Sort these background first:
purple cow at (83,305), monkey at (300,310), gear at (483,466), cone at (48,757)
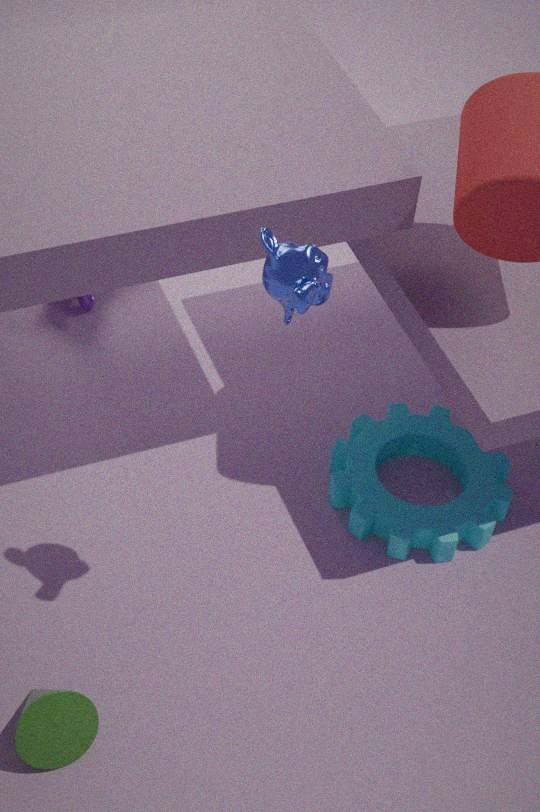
purple cow at (83,305) → gear at (483,466) → cone at (48,757) → monkey at (300,310)
